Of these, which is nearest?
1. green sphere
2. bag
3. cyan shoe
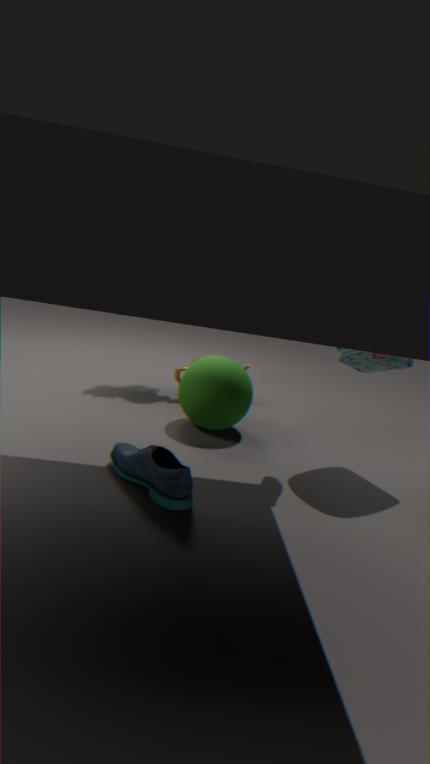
cyan shoe
